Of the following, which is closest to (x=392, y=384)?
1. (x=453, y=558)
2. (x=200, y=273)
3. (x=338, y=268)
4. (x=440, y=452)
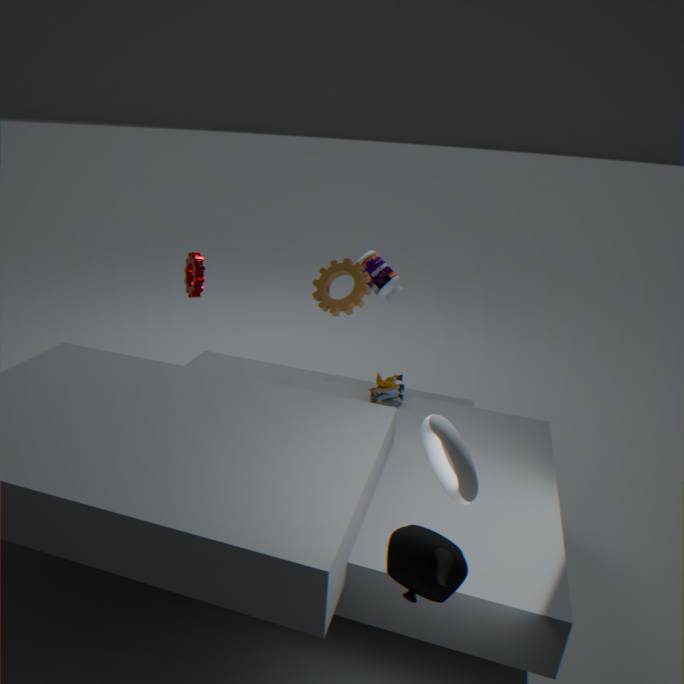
(x=338, y=268)
